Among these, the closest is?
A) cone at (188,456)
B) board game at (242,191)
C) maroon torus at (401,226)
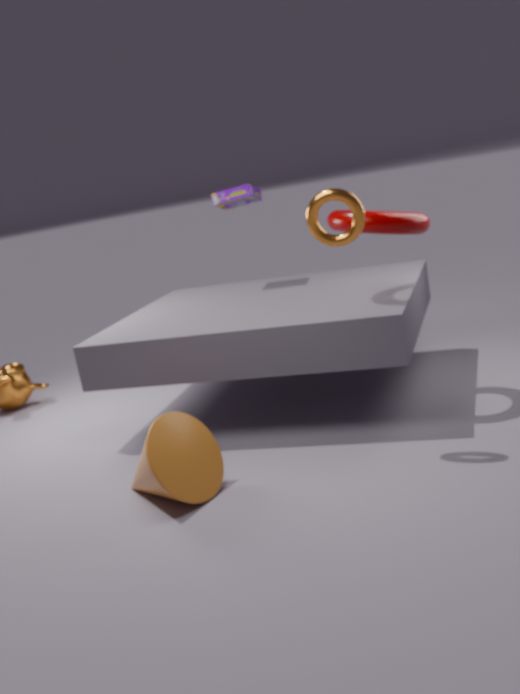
cone at (188,456)
